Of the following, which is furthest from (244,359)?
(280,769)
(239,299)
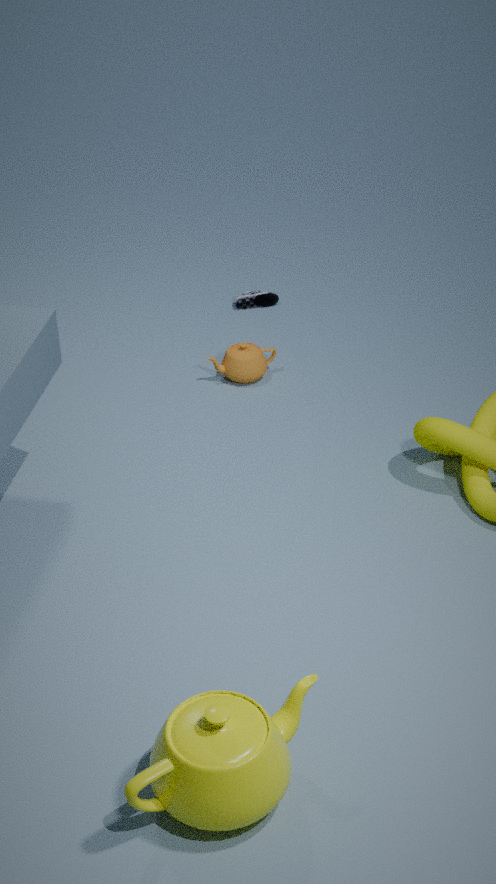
(280,769)
